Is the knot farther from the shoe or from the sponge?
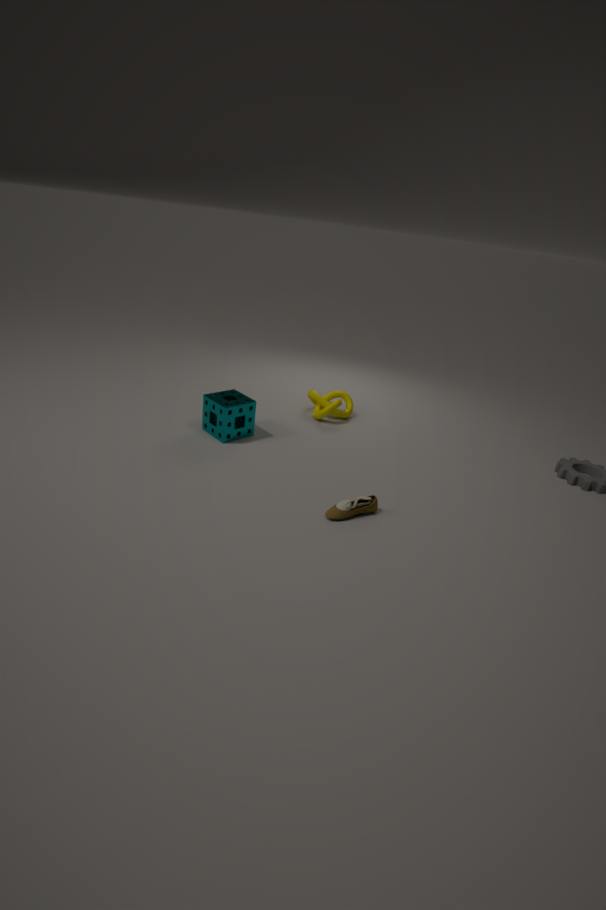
the shoe
